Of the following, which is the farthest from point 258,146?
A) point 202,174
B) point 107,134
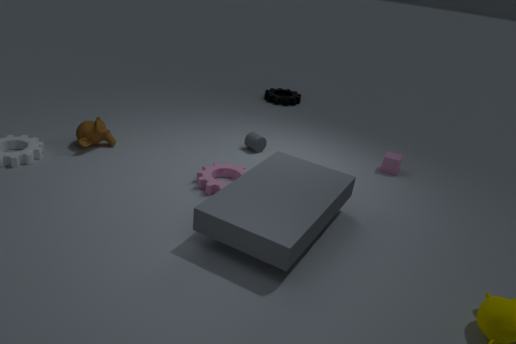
point 107,134
